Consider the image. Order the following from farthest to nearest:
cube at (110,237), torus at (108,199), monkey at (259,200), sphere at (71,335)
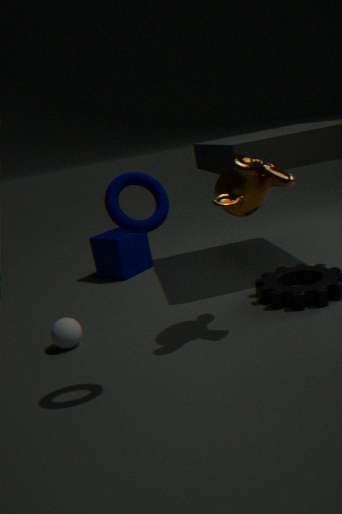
1. cube at (110,237)
2. sphere at (71,335)
3. monkey at (259,200)
4. torus at (108,199)
